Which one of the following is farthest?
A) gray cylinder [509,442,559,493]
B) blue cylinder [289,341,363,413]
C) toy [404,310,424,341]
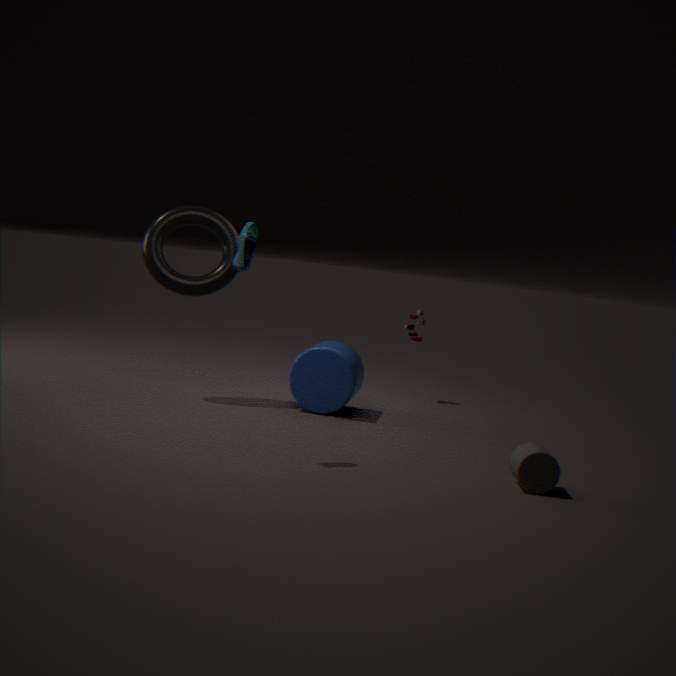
toy [404,310,424,341]
